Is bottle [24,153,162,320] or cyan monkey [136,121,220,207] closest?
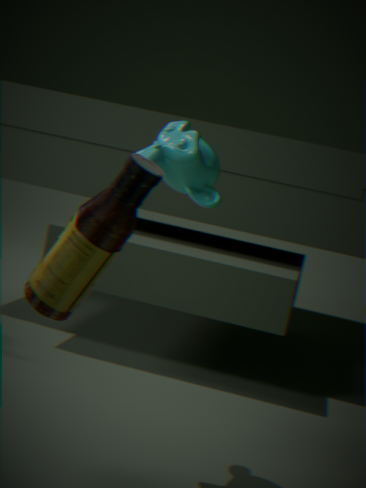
bottle [24,153,162,320]
